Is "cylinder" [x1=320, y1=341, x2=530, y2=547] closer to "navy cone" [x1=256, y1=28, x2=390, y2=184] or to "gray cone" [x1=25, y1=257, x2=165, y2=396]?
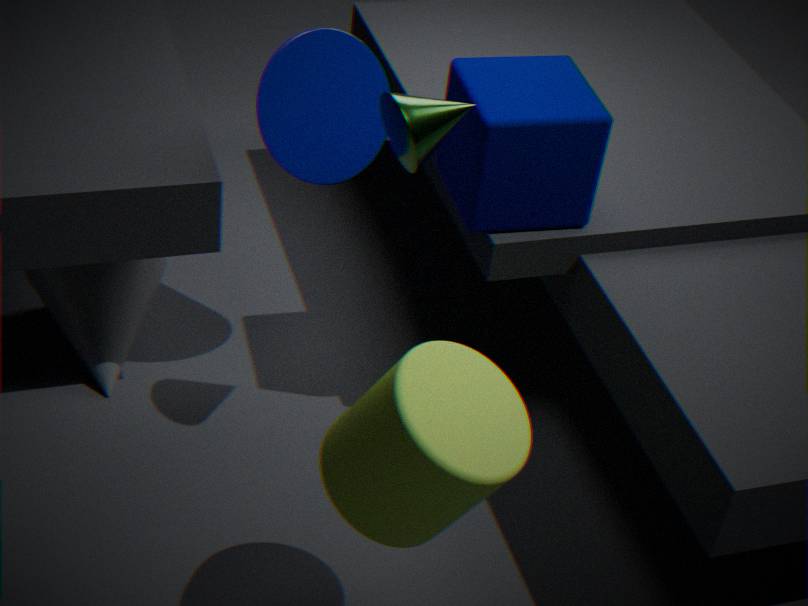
"navy cone" [x1=256, y1=28, x2=390, y2=184]
